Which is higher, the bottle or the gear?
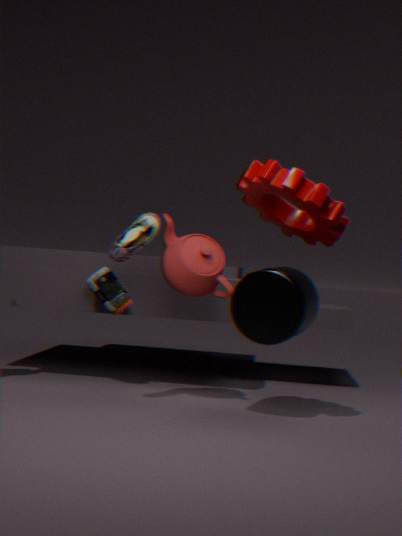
the gear
